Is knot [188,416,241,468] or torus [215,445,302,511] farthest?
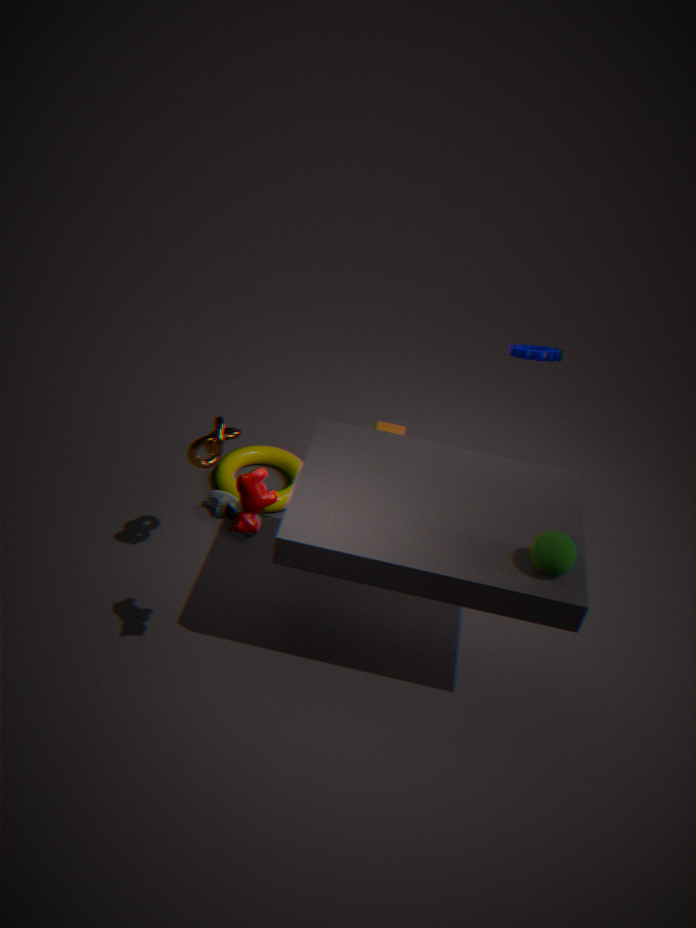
torus [215,445,302,511]
